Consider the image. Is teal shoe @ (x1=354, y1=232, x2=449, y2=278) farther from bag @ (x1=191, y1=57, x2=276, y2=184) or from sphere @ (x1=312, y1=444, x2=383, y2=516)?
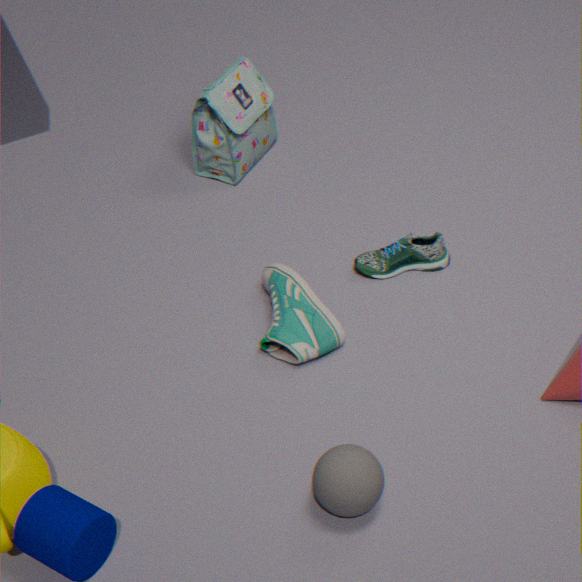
sphere @ (x1=312, y1=444, x2=383, y2=516)
